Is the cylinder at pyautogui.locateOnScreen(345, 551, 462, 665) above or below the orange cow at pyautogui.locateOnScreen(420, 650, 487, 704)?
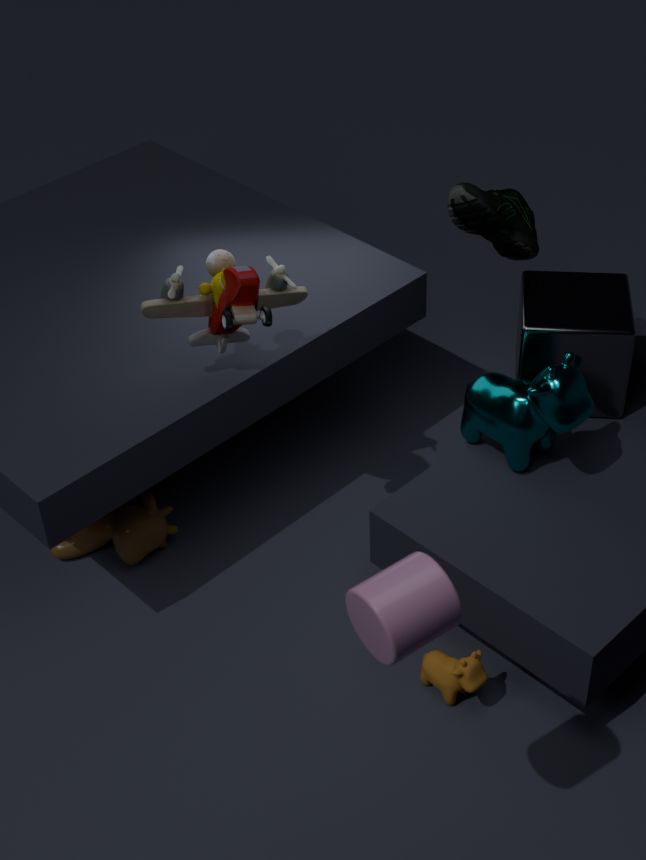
above
